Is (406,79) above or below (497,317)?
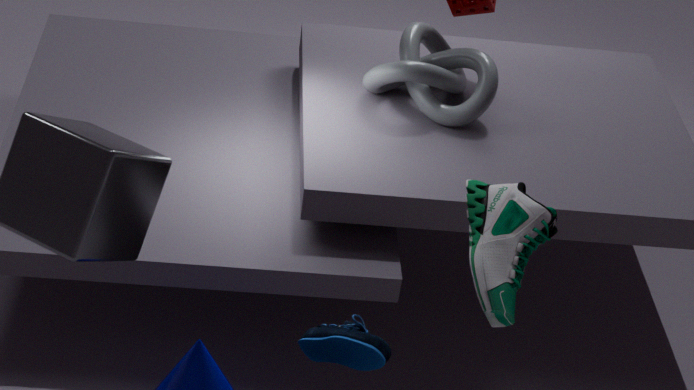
above
